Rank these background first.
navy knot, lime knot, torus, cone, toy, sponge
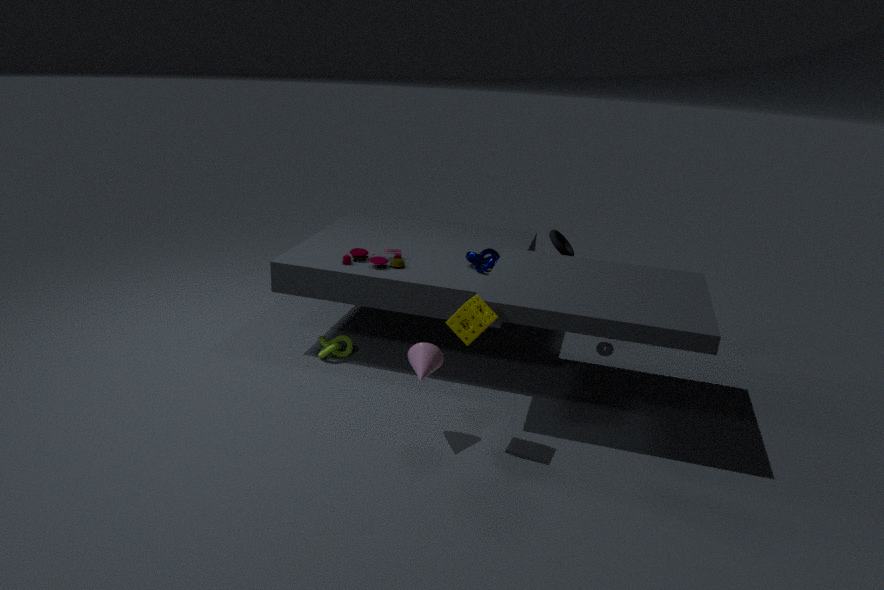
torus < lime knot < toy < navy knot < cone < sponge
